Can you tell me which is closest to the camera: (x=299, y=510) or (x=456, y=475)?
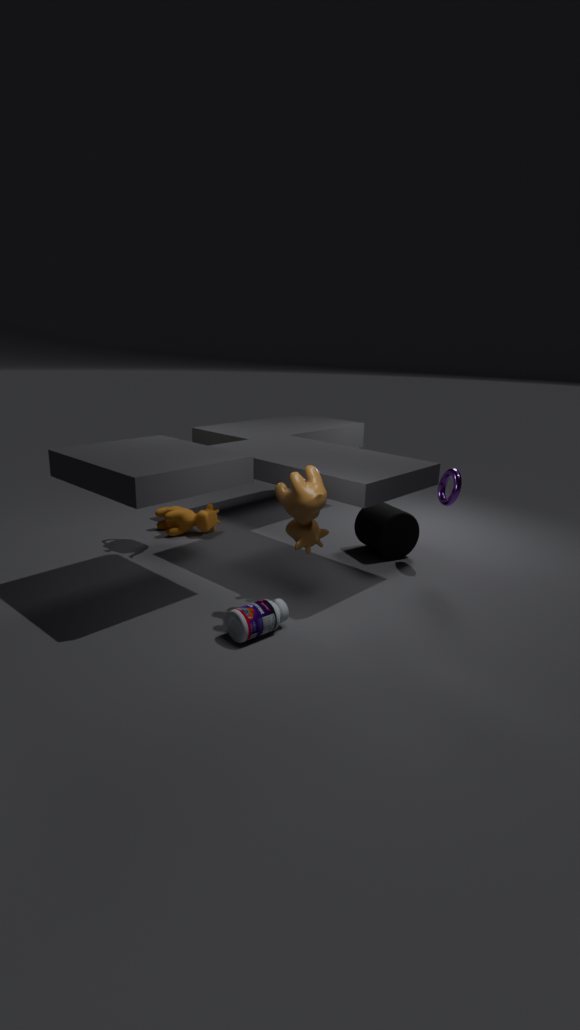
(x=299, y=510)
